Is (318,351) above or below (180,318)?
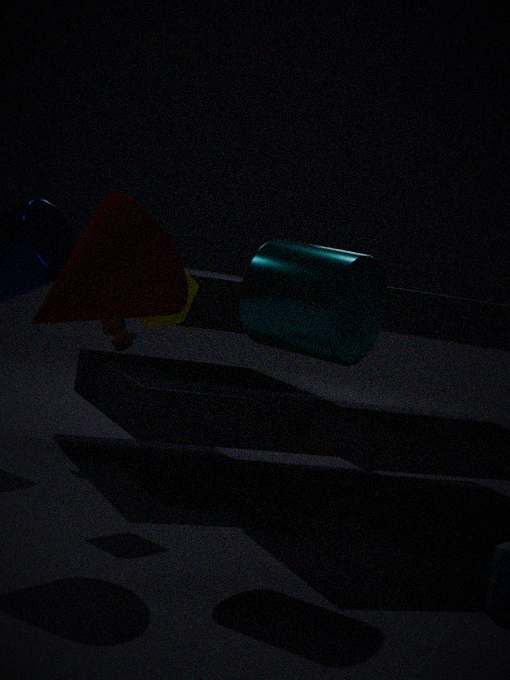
above
